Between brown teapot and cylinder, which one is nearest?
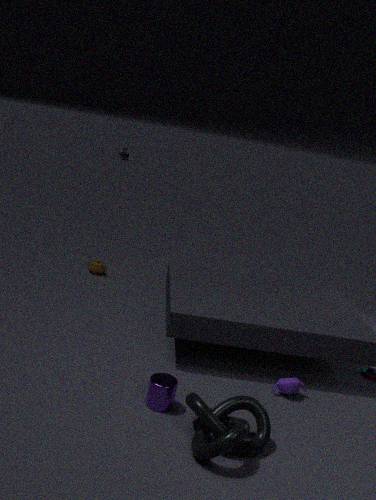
cylinder
